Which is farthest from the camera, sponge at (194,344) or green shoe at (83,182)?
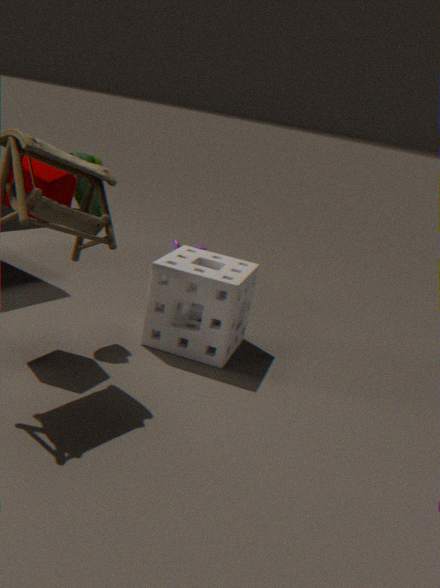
sponge at (194,344)
